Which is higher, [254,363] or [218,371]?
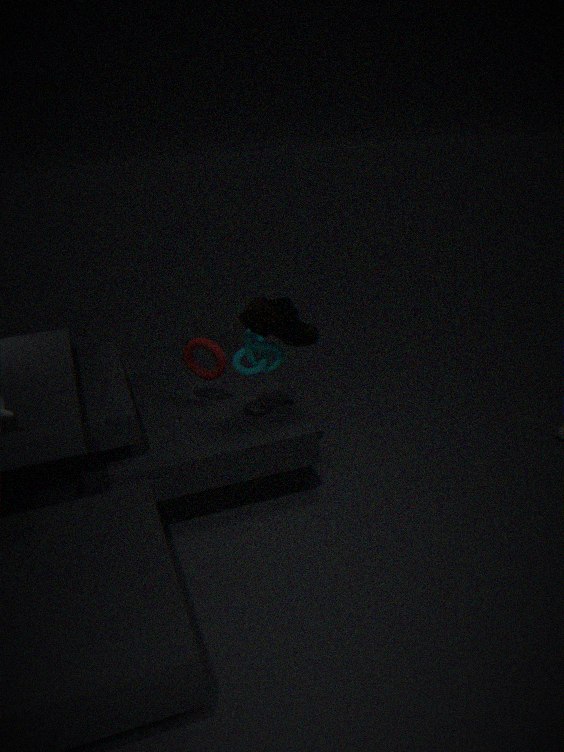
[254,363]
